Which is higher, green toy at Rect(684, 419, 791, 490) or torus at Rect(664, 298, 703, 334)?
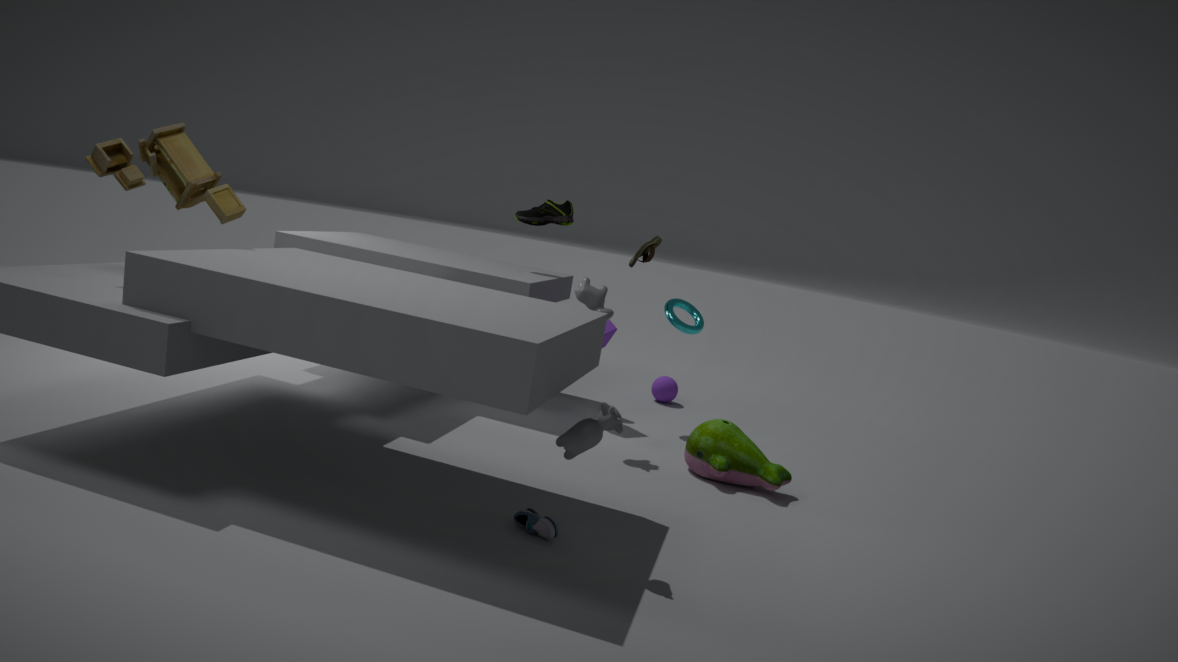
torus at Rect(664, 298, 703, 334)
